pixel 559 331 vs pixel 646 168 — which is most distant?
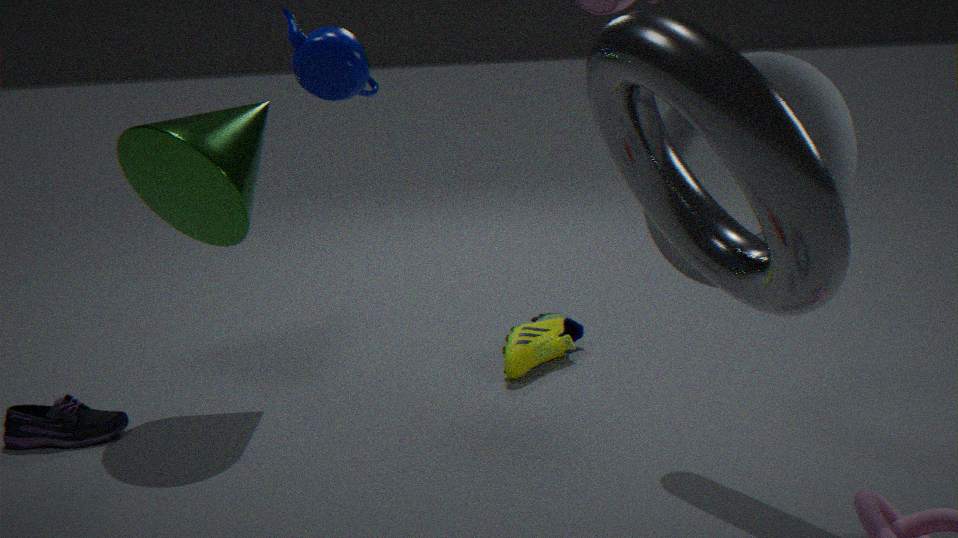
pixel 559 331
